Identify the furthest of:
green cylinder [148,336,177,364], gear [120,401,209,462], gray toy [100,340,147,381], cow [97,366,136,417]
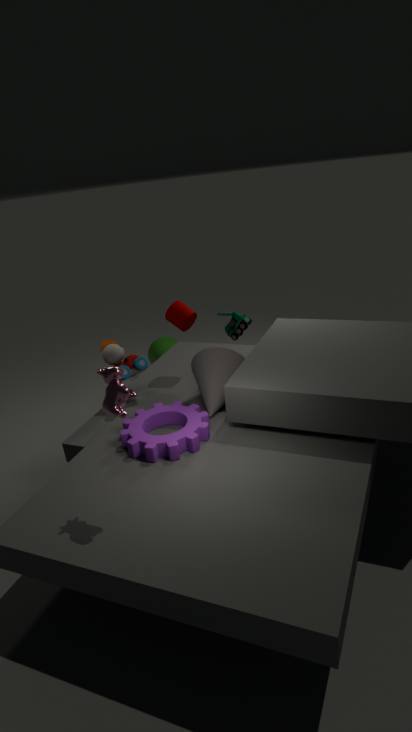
green cylinder [148,336,177,364]
